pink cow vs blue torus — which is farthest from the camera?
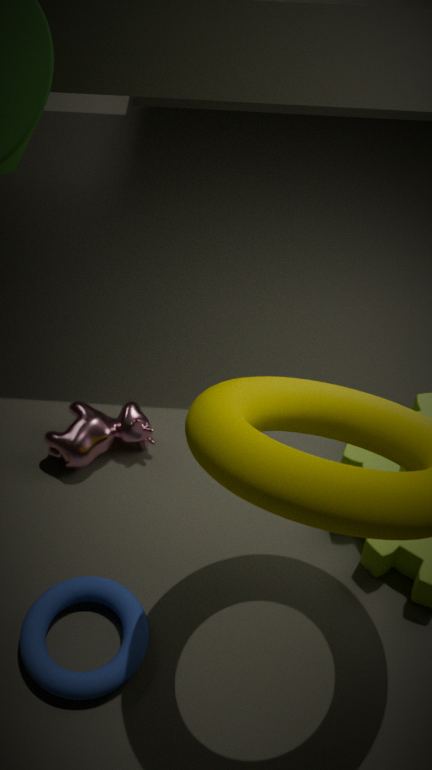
pink cow
